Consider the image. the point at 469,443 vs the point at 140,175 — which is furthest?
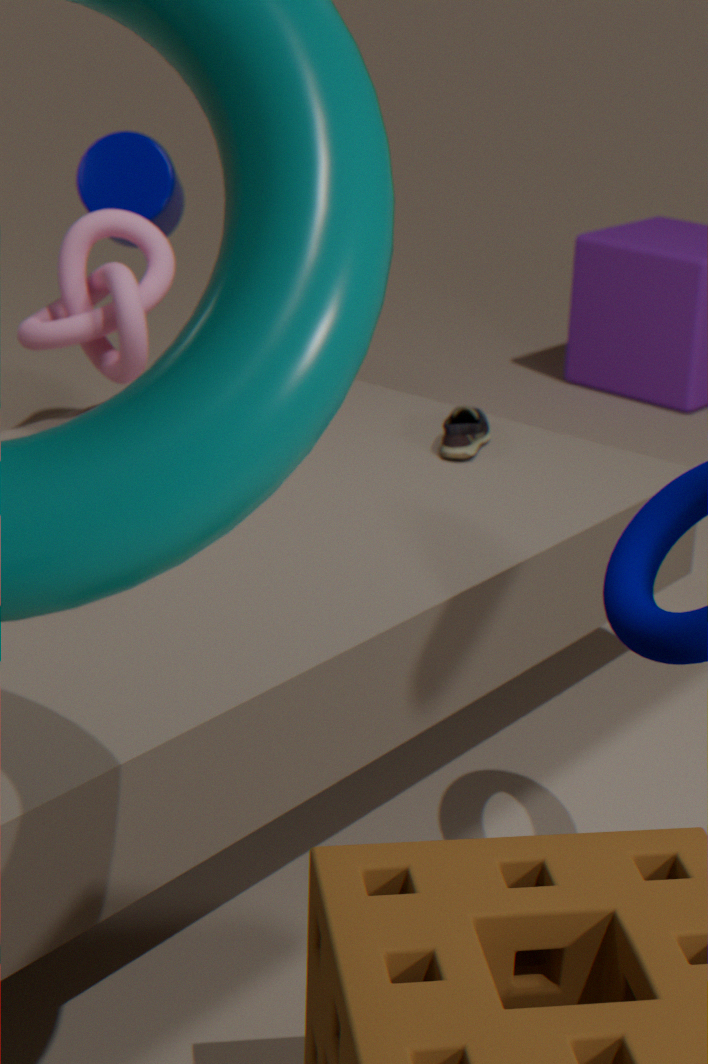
the point at 140,175
